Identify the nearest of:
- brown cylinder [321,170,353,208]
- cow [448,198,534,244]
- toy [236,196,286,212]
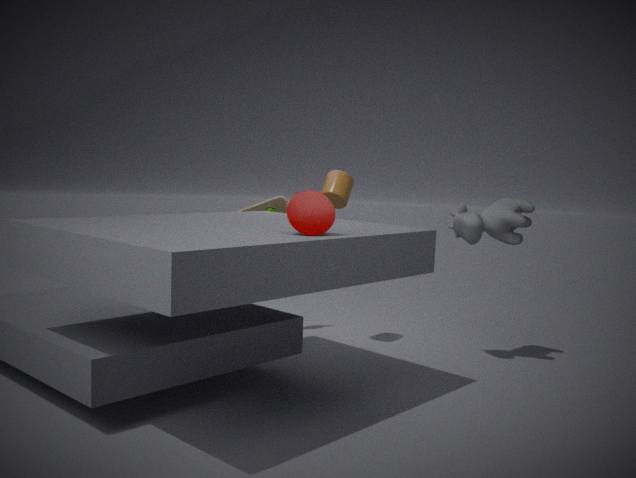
cow [448,198,534,244]
